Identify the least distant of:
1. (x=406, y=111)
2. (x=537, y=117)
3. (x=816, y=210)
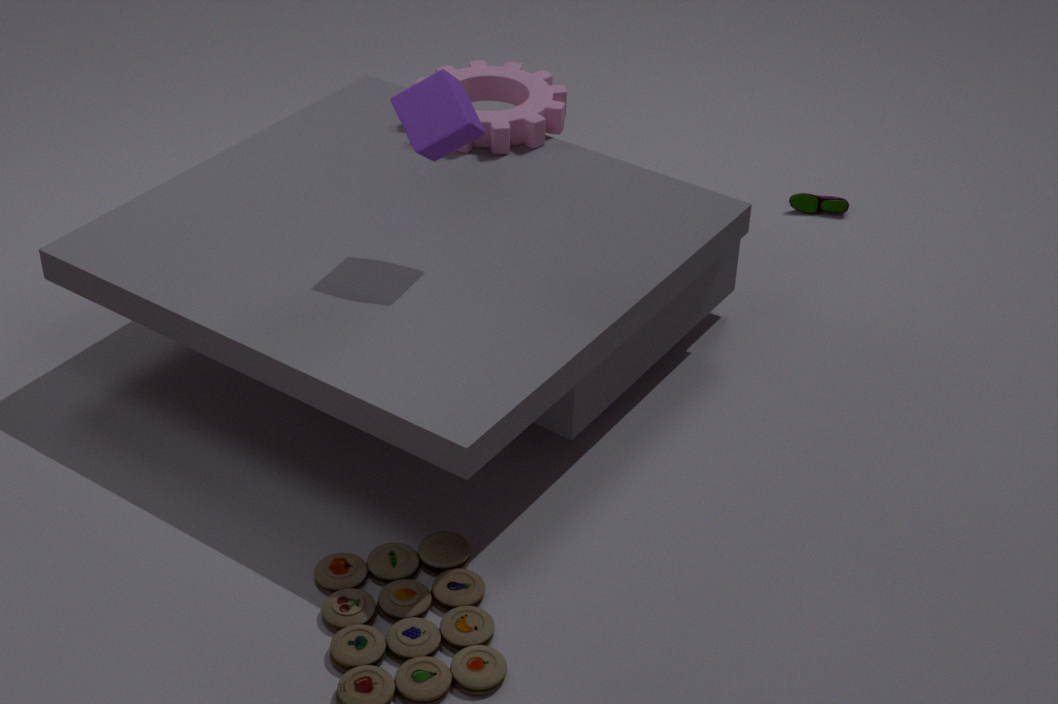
(x=406, y=111)
